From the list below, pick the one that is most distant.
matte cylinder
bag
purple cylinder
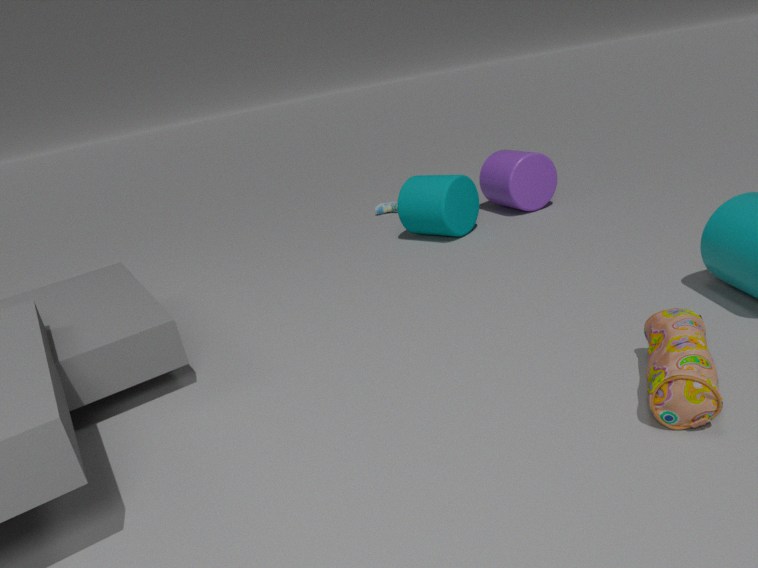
purple cylinder
